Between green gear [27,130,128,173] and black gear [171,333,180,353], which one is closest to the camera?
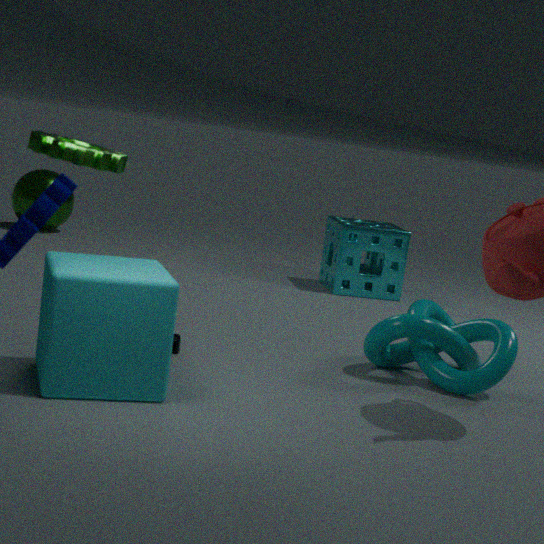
green gear [27,130,128,173]
